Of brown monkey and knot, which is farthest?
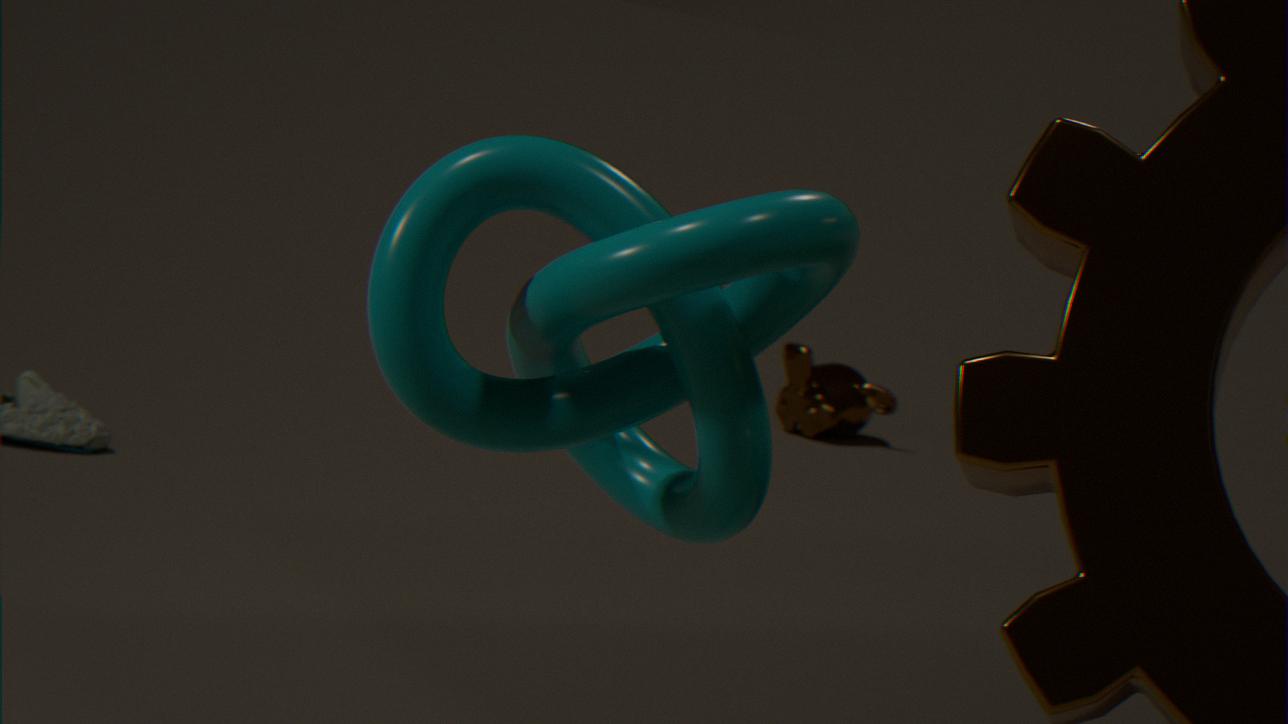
brown monkey
